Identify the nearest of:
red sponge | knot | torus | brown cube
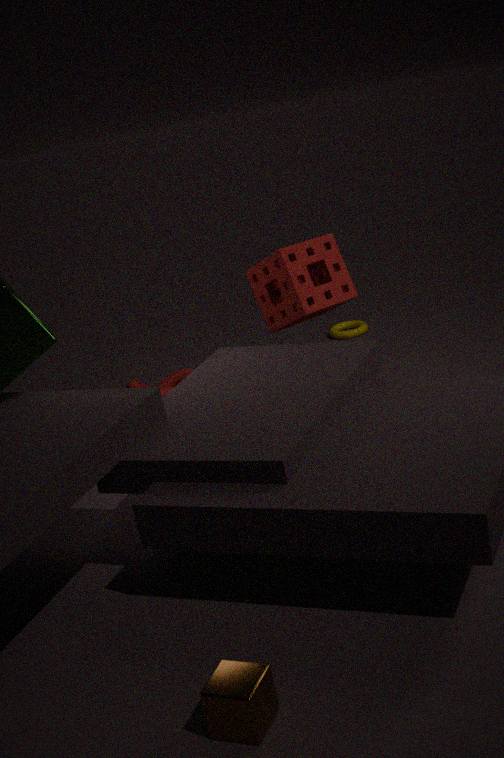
brown cube
